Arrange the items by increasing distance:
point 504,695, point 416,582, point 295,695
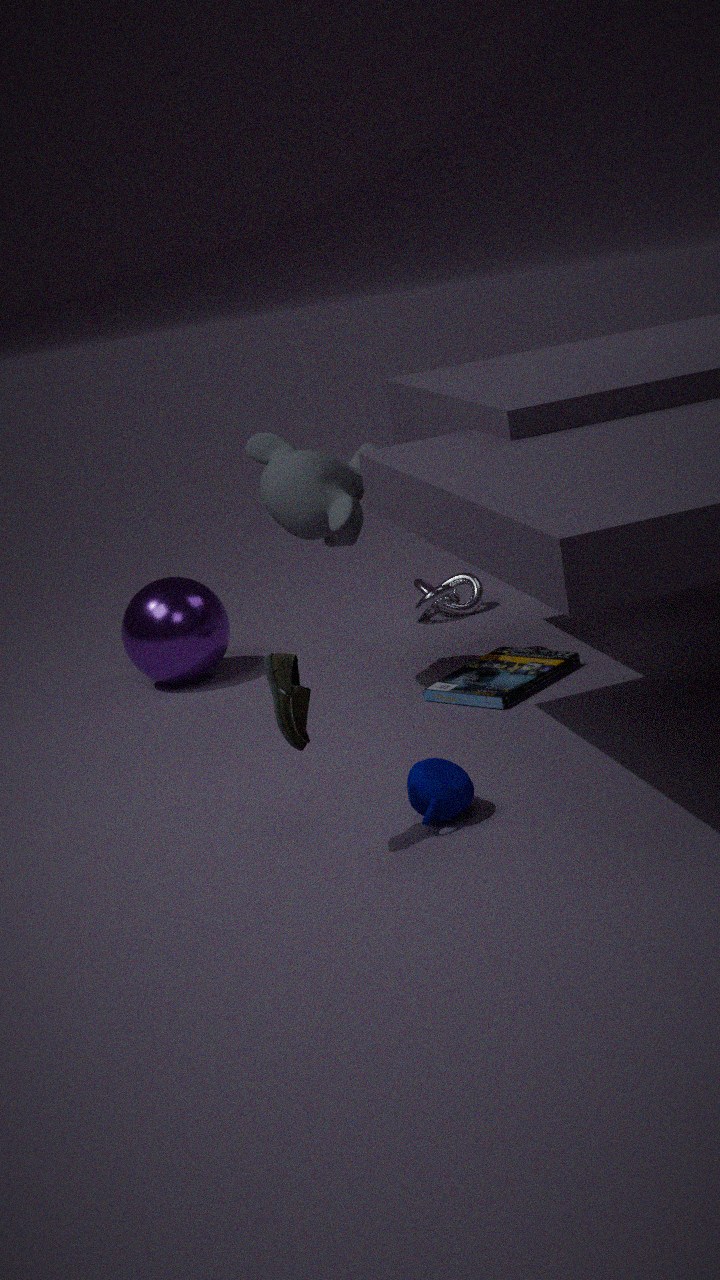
point 295,695 < point 504,695 < point 416,582
